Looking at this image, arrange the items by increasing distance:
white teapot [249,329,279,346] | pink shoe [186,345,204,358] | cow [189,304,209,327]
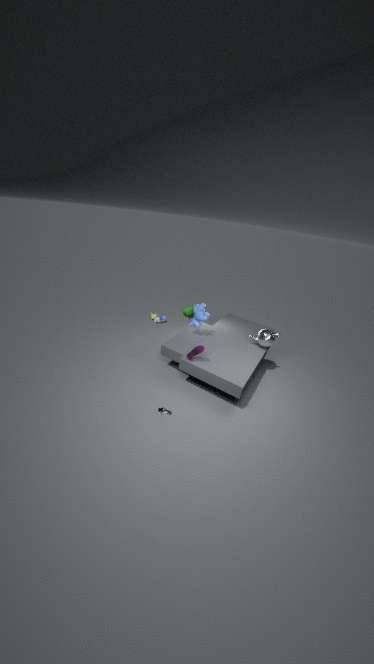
1. pink shoe [186,345,204,358]
2. white teapot [249,329,279,346]
3. cow [189,304,209,327]
